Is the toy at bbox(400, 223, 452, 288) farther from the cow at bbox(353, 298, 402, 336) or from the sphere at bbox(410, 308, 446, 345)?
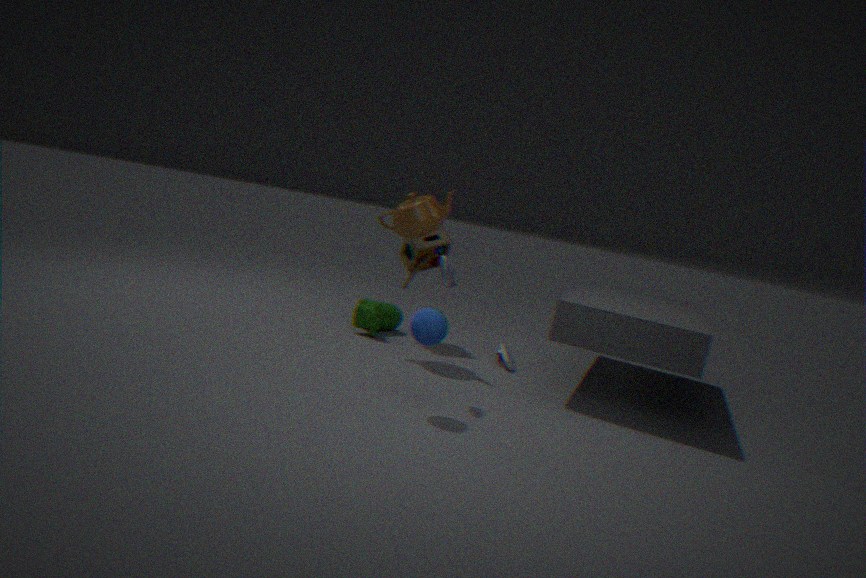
the sphere at bbox(410, 308, 446, 345)
